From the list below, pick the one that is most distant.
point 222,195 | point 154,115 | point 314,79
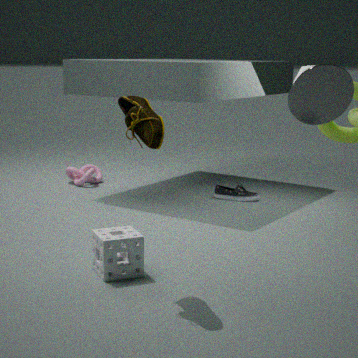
point 222,195
